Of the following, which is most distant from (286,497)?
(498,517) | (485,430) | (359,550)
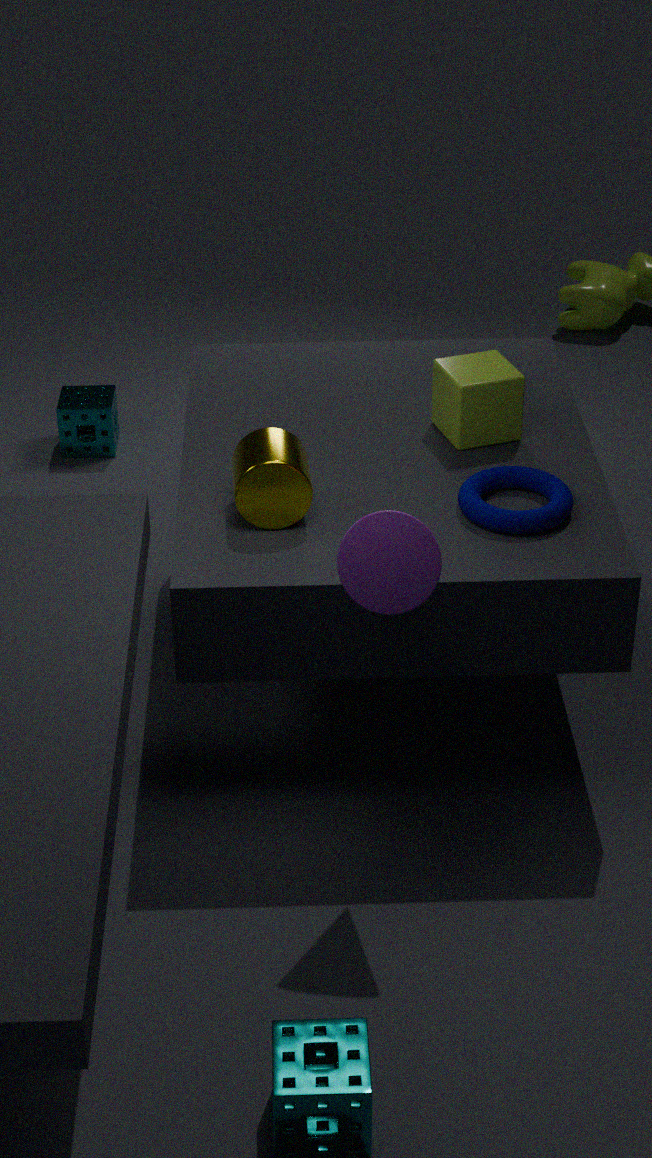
(485,430)
